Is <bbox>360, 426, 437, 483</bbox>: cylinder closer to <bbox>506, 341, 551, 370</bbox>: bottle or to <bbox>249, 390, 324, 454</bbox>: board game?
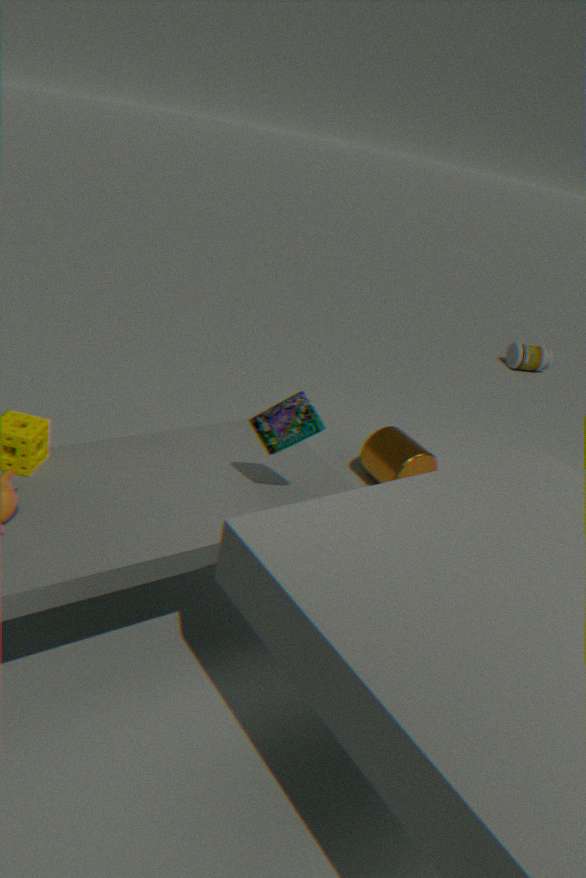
<bbox>249, 390, 324, 454</bbox>: board game
